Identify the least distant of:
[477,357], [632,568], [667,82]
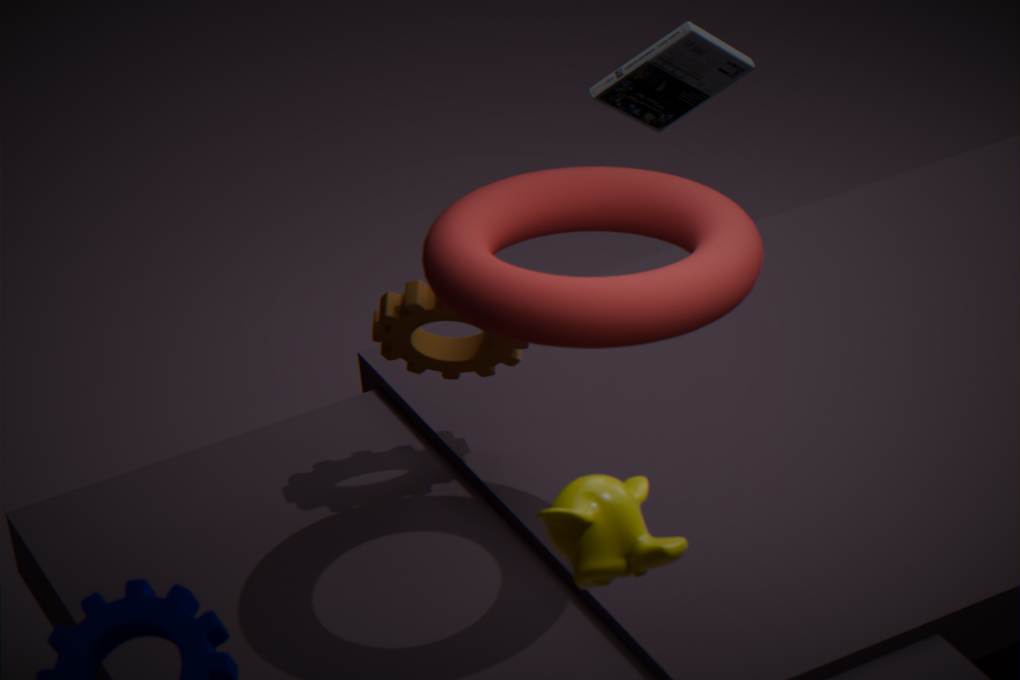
[632,568]
